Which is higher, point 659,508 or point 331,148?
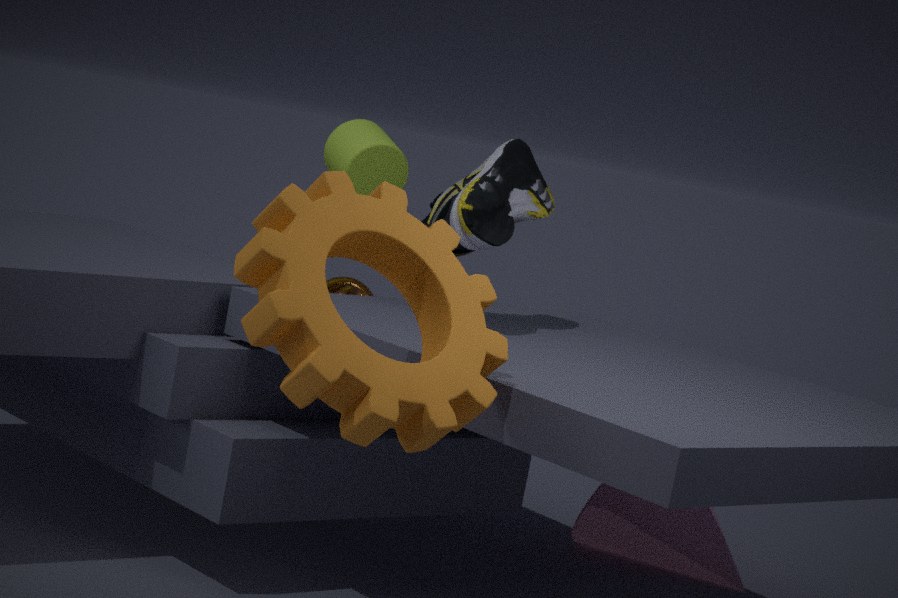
point 331,148
